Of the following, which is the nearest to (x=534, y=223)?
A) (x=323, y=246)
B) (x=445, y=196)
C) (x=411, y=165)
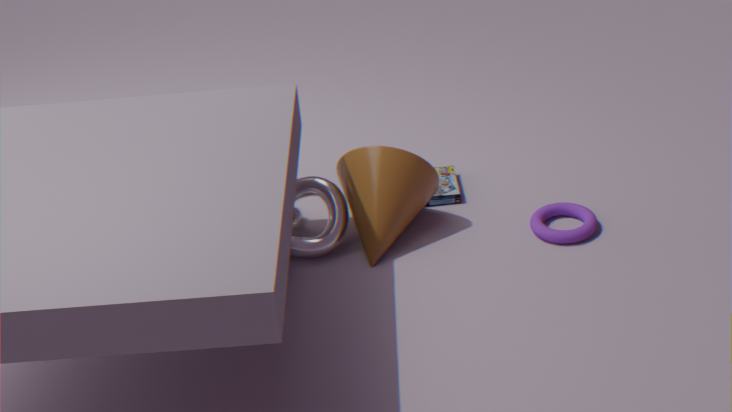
(x=445, y=196)
